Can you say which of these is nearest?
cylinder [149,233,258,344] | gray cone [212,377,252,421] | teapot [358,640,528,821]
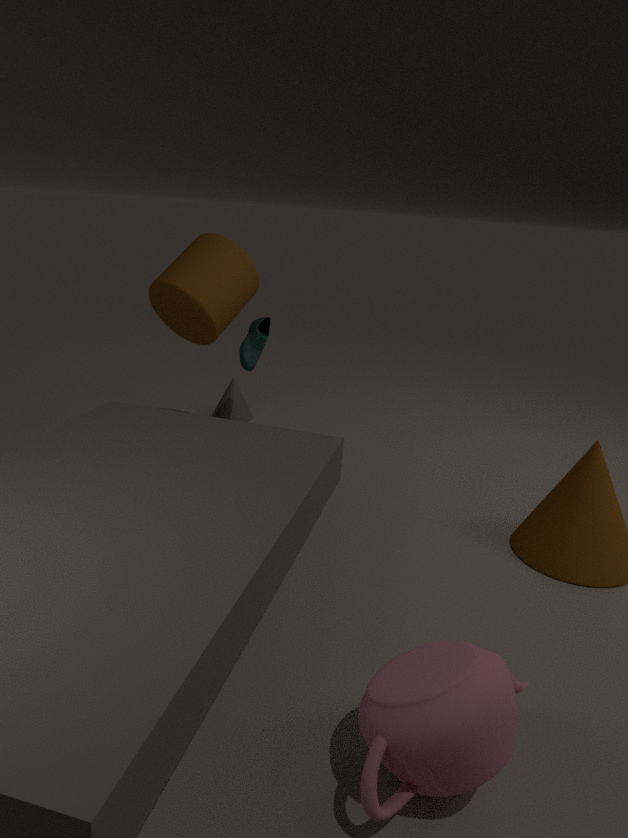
teapot [358,640,528,821]
